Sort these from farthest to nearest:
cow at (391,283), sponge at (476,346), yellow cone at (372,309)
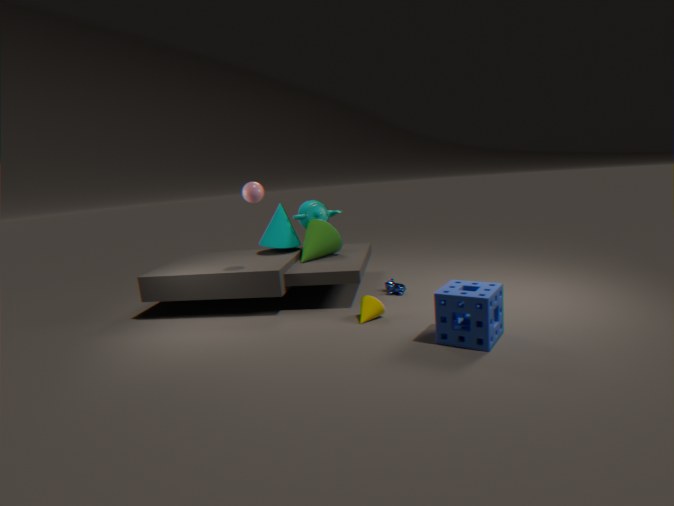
cow at (391,283) → yellow cone at (372,309) → sponge at (476,346)
